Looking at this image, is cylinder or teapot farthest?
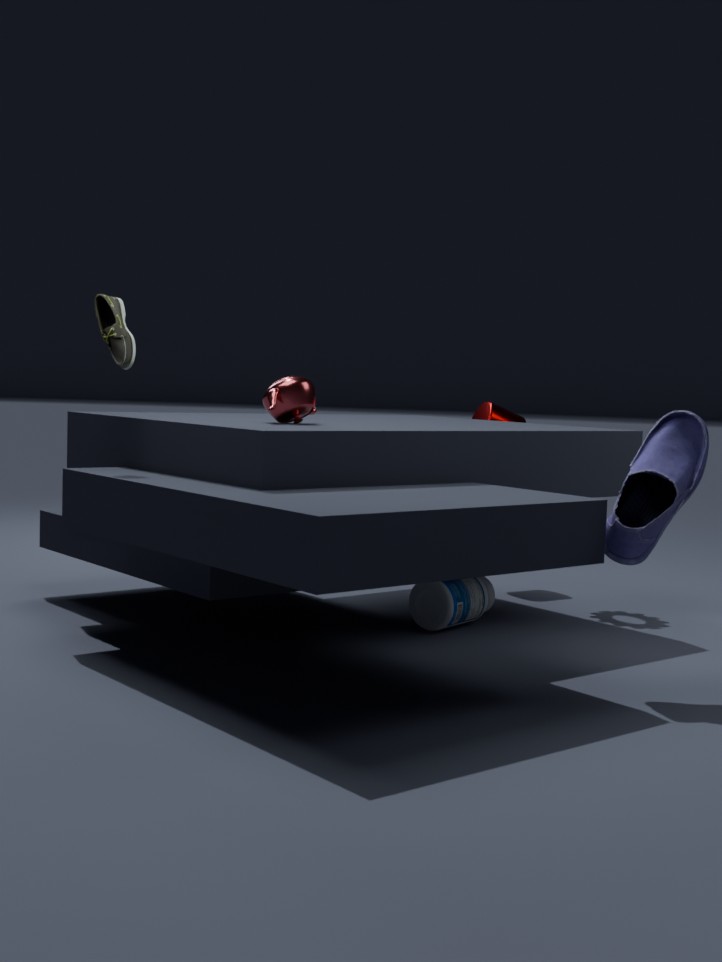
cylinder
